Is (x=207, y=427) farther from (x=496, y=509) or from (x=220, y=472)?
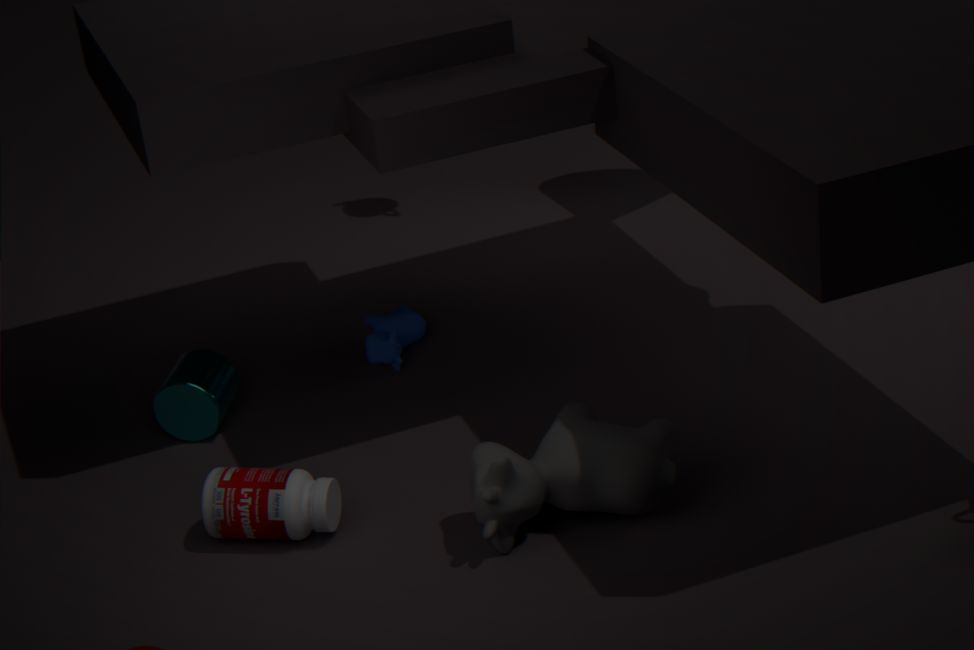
(x=496, y=509)
